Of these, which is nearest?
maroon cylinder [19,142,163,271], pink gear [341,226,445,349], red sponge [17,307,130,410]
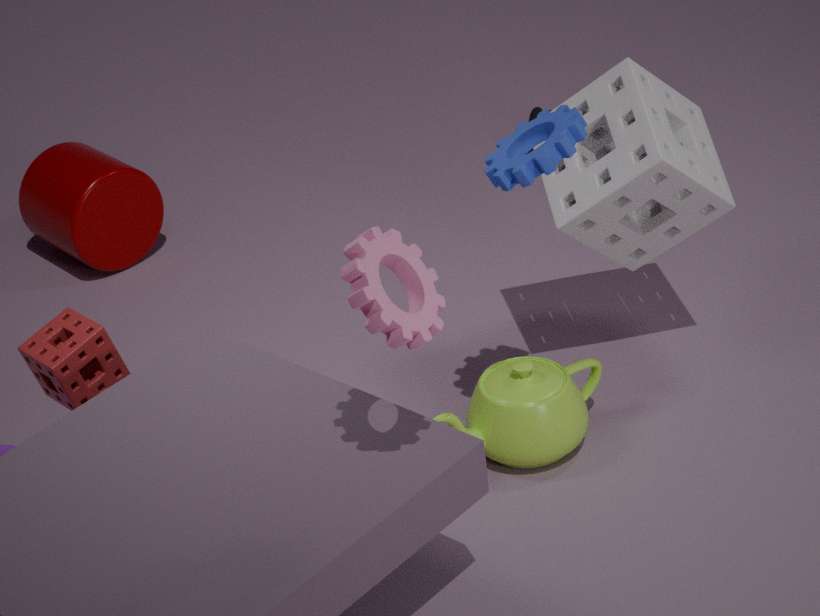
pink gear [341,226,445,349]
